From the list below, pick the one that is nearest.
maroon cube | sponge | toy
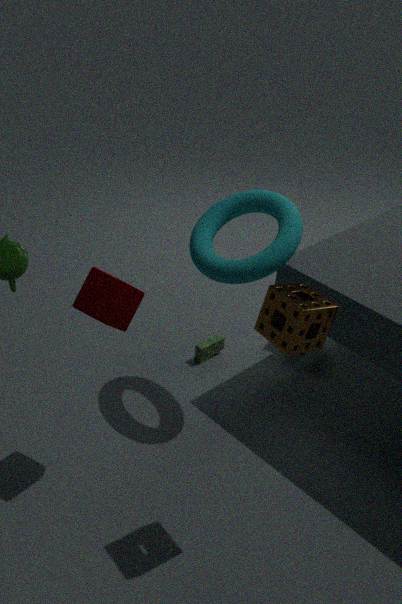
sponge
